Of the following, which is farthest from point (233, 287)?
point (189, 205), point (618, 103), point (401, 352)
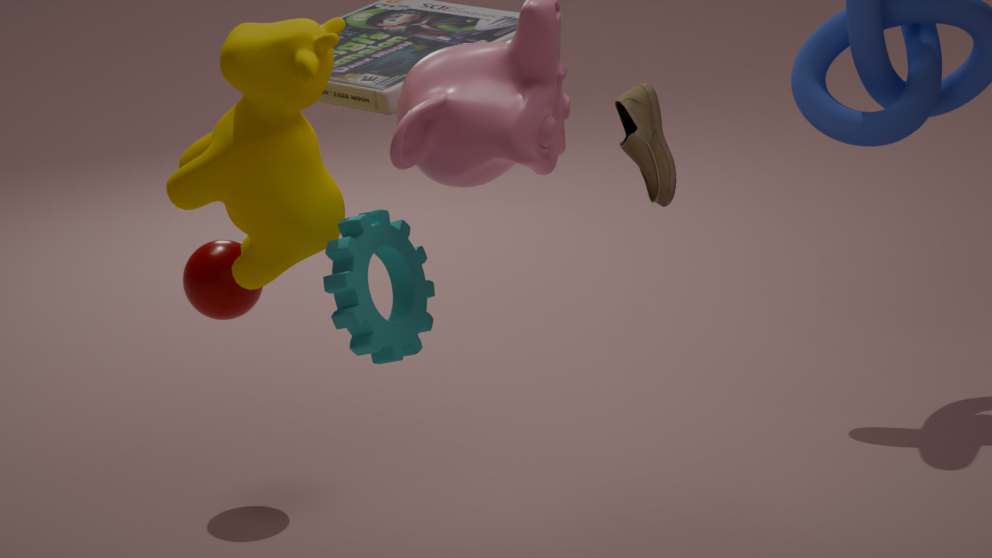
point (618, 103)
